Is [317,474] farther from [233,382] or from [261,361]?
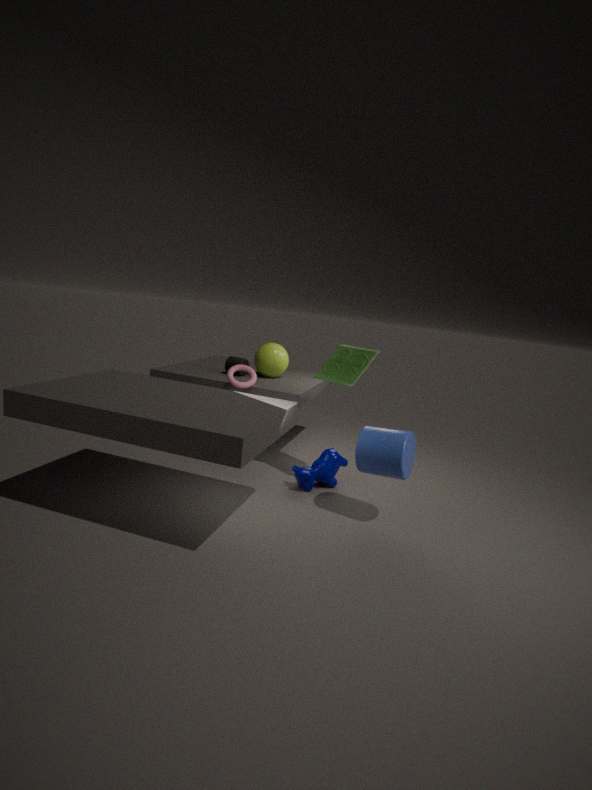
[261,361]
